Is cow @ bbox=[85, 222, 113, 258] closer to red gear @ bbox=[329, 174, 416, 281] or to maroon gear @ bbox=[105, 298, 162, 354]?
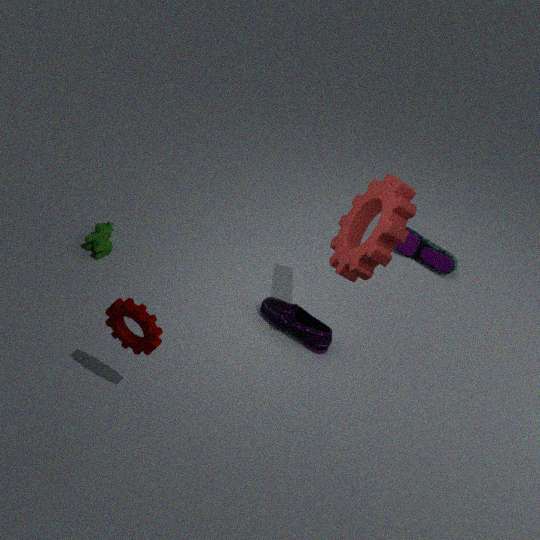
maroon gear @ bbox=[105, 298, 162, 354]
